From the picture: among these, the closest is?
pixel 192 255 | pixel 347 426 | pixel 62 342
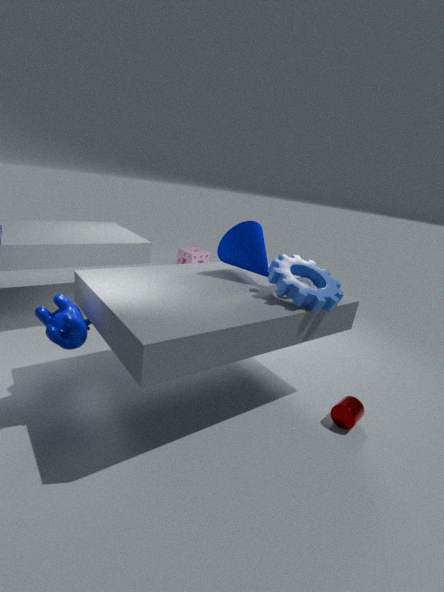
pixel 62 342
